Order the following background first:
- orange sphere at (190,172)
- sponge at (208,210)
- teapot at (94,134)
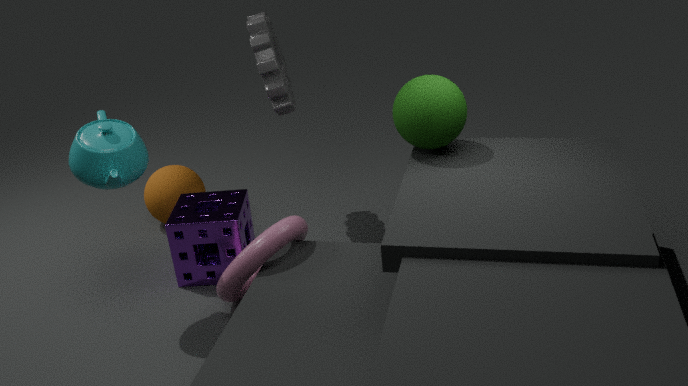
1. orange sphere at (190,172)
2. sponge at (208,210)
3. teapot at (94,134)
